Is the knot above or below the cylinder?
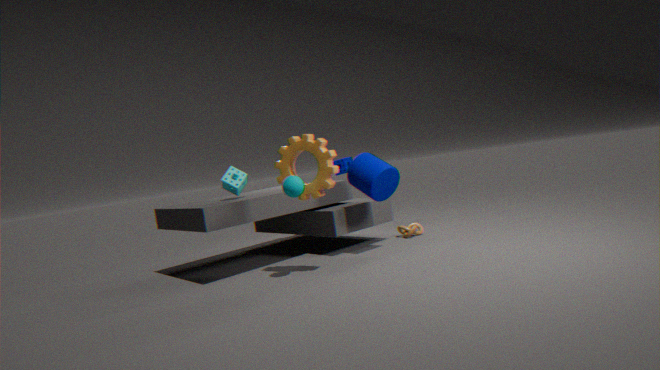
below
